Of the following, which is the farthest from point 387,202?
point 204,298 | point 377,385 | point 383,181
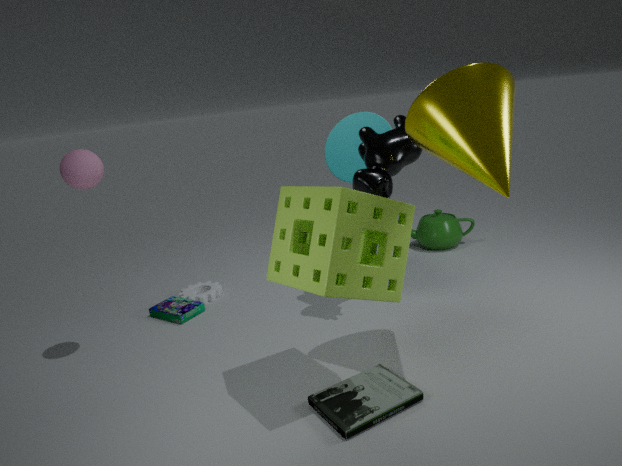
point 204,298
